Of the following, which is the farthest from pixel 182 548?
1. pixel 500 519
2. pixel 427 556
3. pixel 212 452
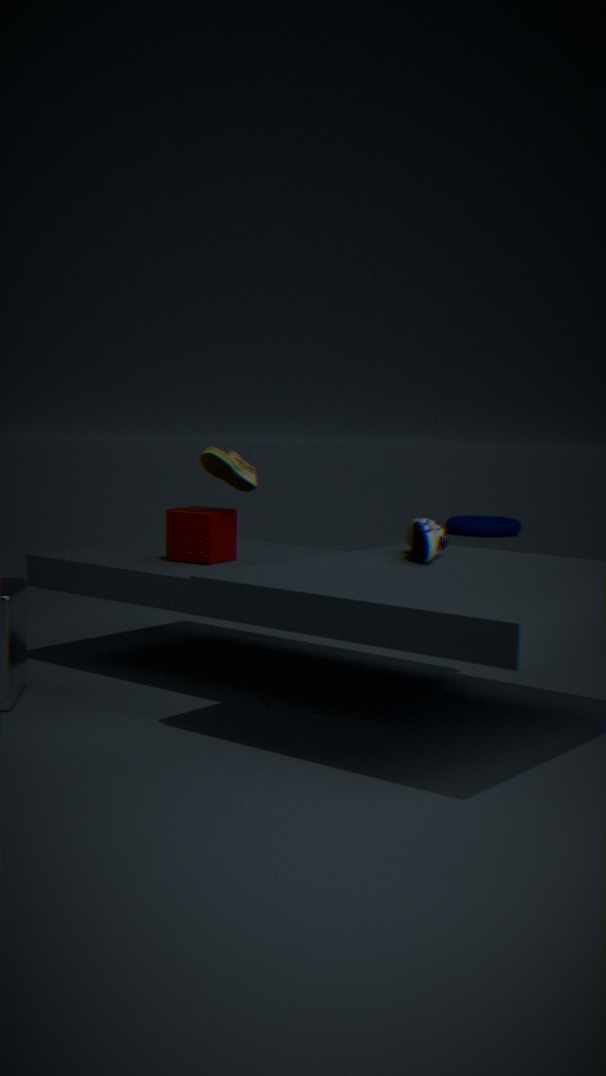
pixel 500 519
